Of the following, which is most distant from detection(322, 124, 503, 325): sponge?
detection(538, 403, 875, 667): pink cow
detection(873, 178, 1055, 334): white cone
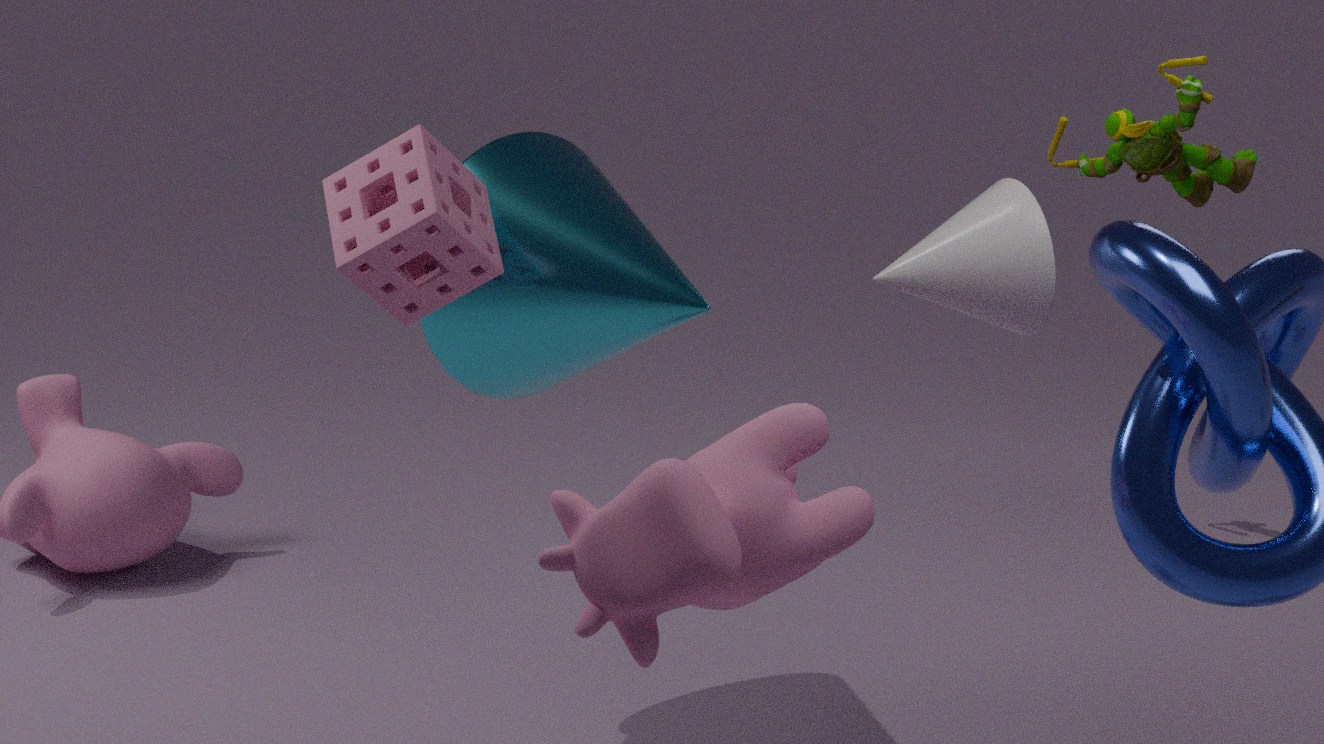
detection(873, 178, 1055, 334): white cone
